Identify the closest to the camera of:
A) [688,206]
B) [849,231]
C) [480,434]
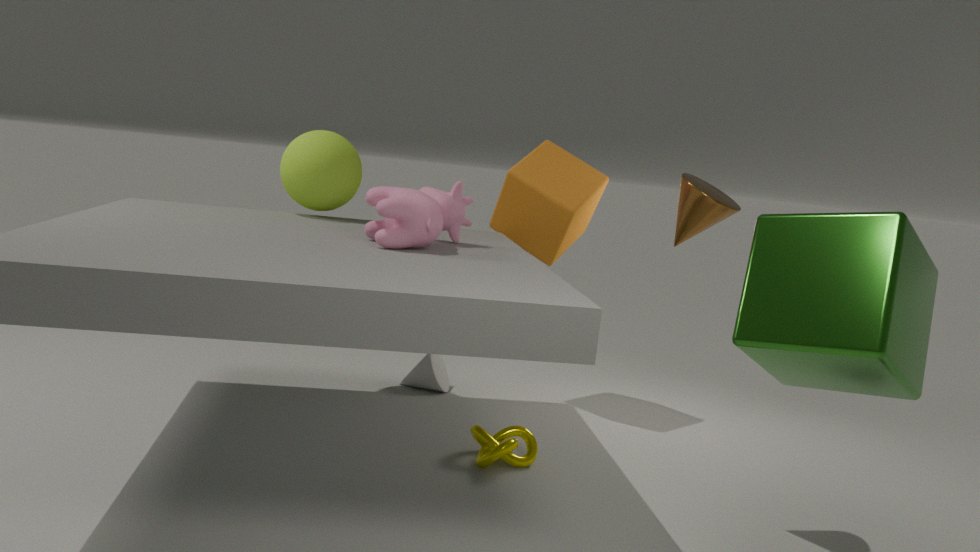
[849,231]
